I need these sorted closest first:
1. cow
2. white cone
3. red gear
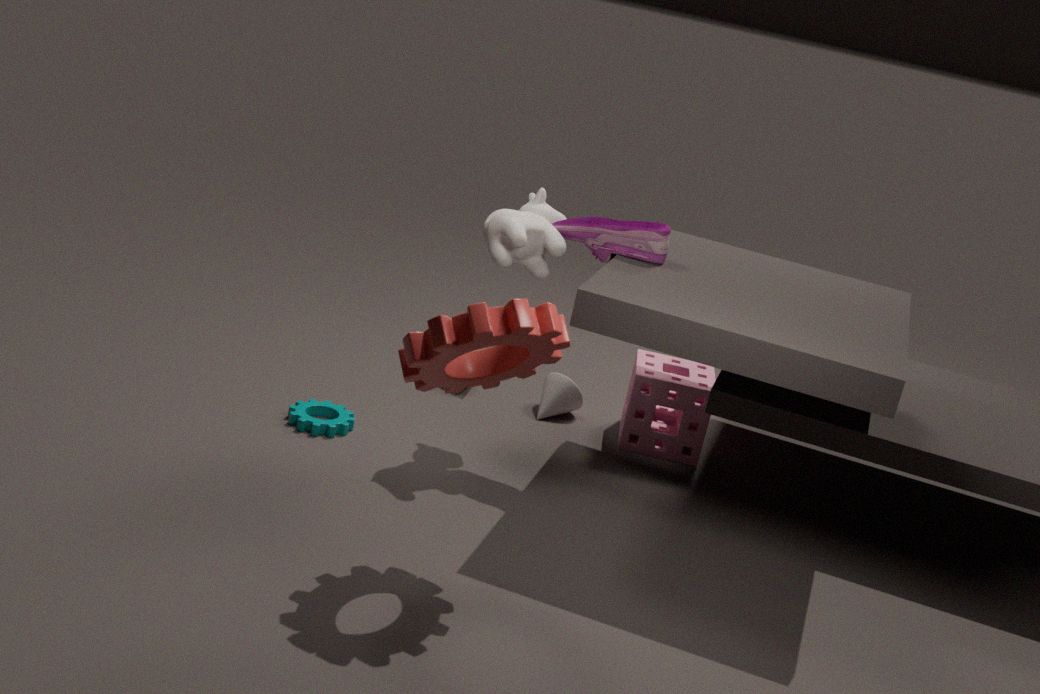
red gear → cow → white cone
